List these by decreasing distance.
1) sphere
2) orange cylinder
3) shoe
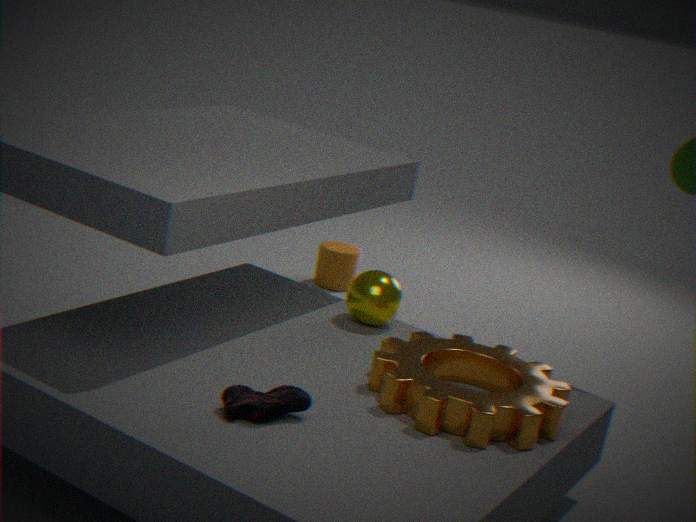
2. orange cylinder < 1. sphere < 3. shoe
